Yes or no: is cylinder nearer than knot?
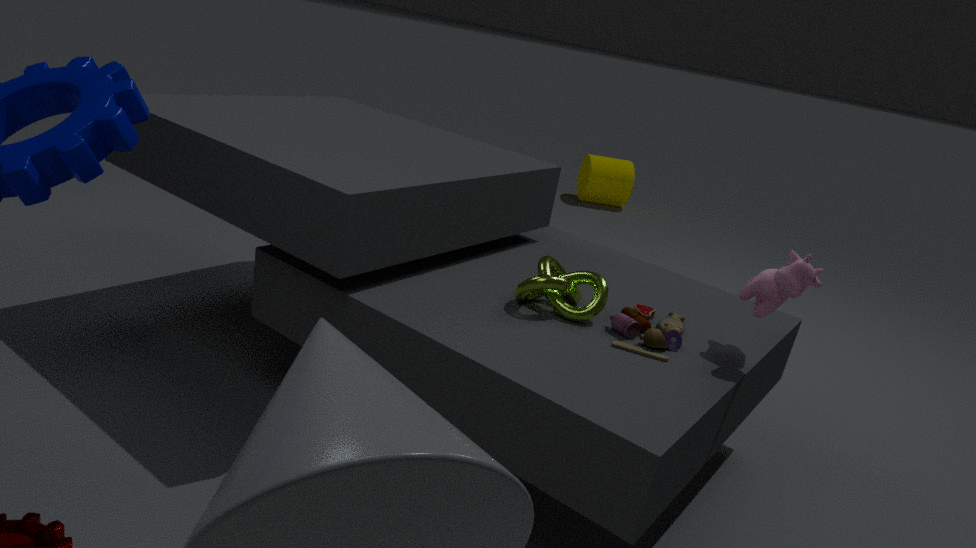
No
